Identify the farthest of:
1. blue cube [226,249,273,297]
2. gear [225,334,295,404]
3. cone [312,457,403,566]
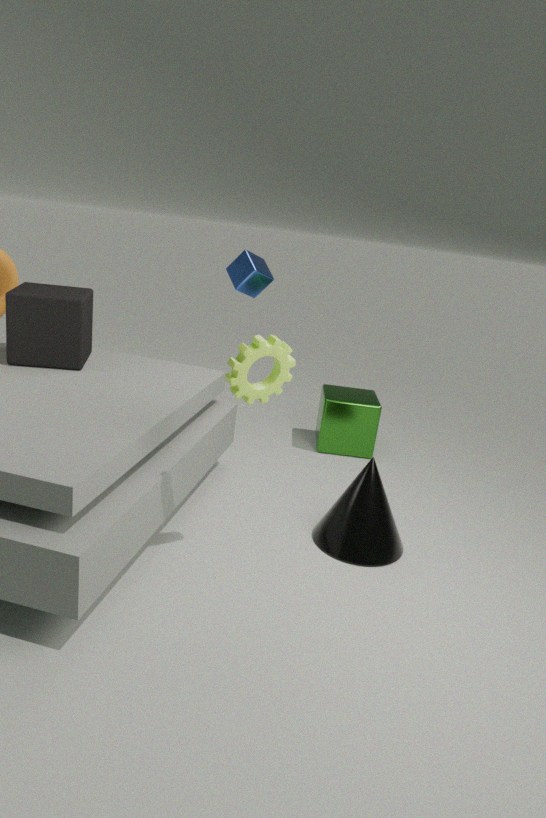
blue cube [226,249,273,297]
